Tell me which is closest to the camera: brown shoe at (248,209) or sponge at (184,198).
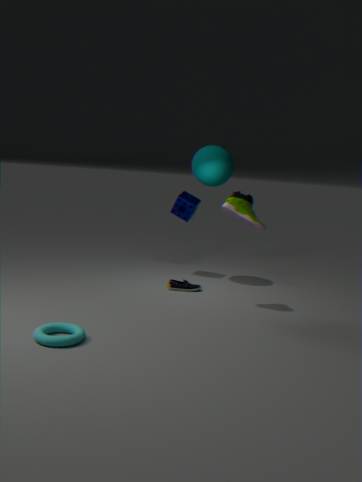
brown shoe at (248,209)
